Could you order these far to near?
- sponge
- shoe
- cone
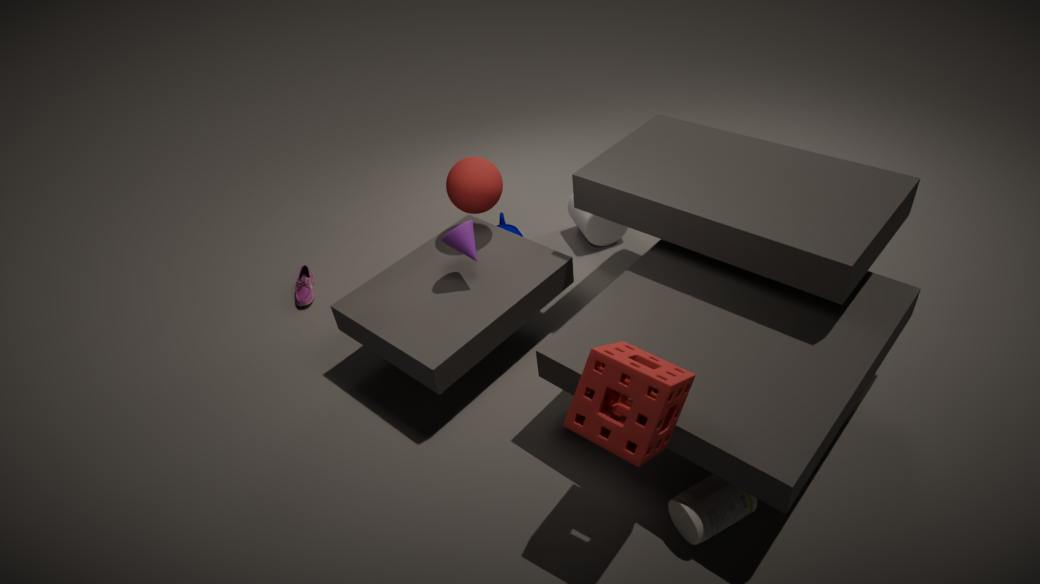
shoe → cone → sponge
